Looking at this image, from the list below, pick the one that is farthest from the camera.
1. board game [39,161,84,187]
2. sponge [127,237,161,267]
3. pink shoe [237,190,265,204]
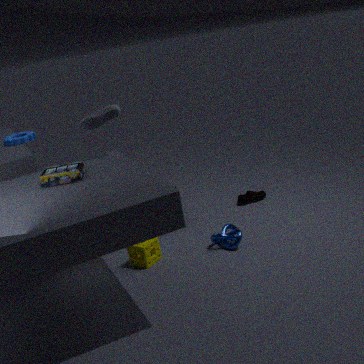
pink shoe [237,190,265,204]
